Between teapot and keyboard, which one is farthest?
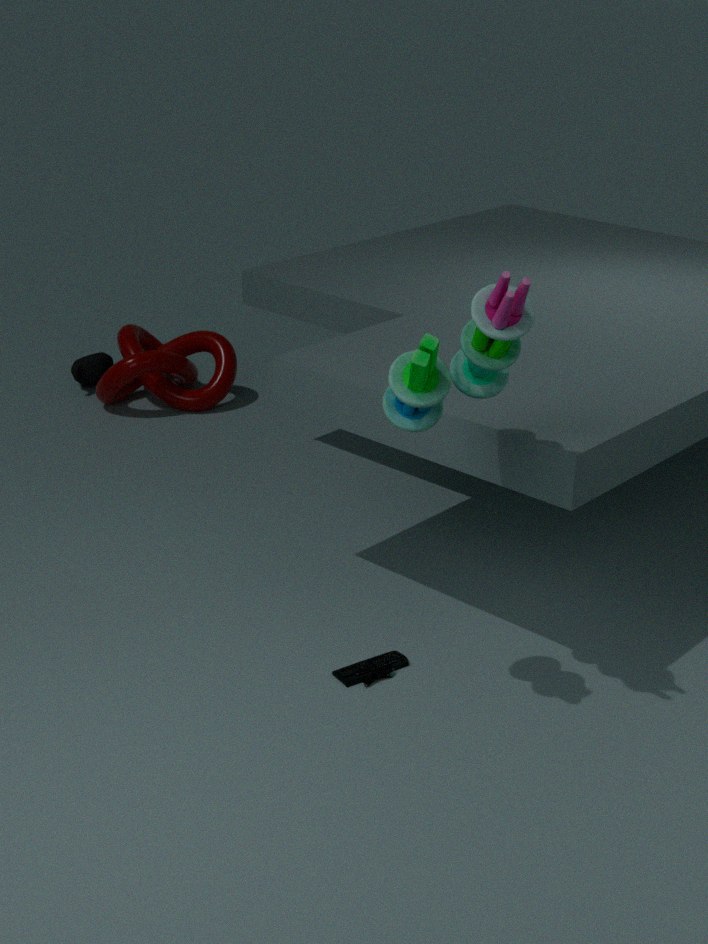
teapot
